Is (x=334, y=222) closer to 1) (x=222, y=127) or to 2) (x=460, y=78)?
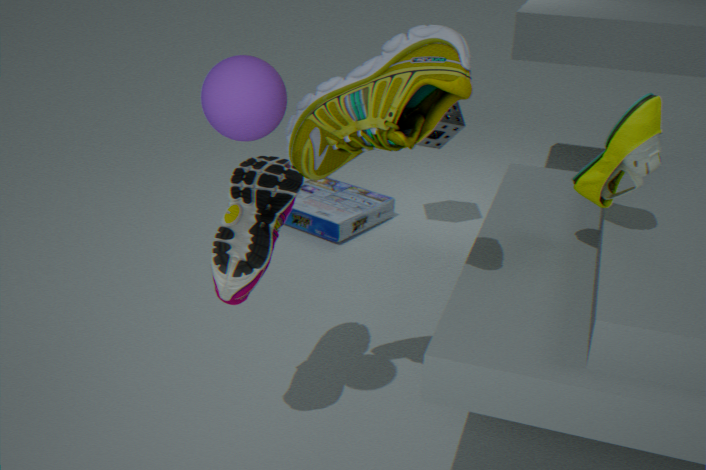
2) (x=460, y=78)
